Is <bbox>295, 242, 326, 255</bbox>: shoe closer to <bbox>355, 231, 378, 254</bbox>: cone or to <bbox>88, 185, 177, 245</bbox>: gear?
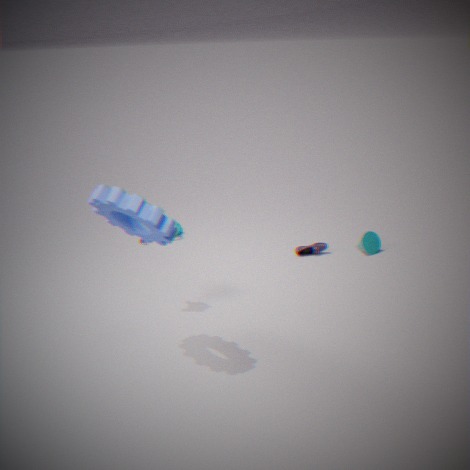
<bbox>355, 231, 378, 254</bbox>: cone
